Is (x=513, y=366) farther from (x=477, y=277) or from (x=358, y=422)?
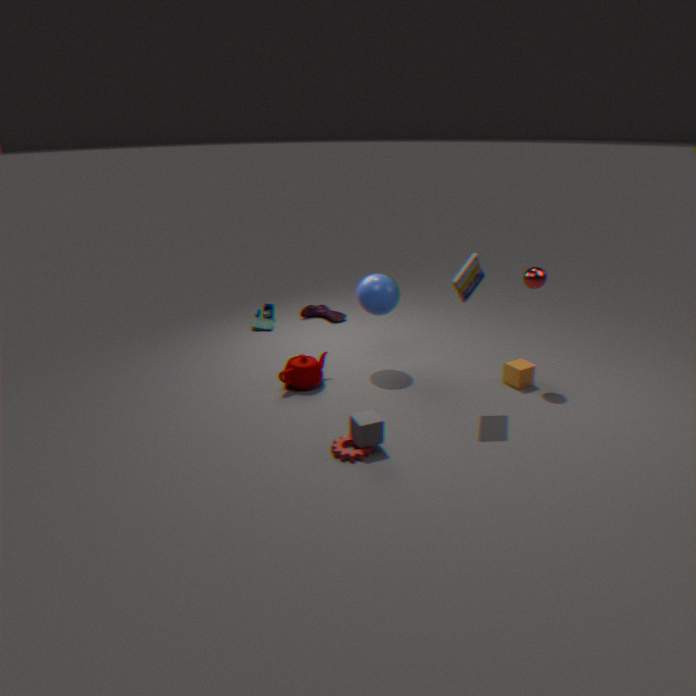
(x=358, y=422)
